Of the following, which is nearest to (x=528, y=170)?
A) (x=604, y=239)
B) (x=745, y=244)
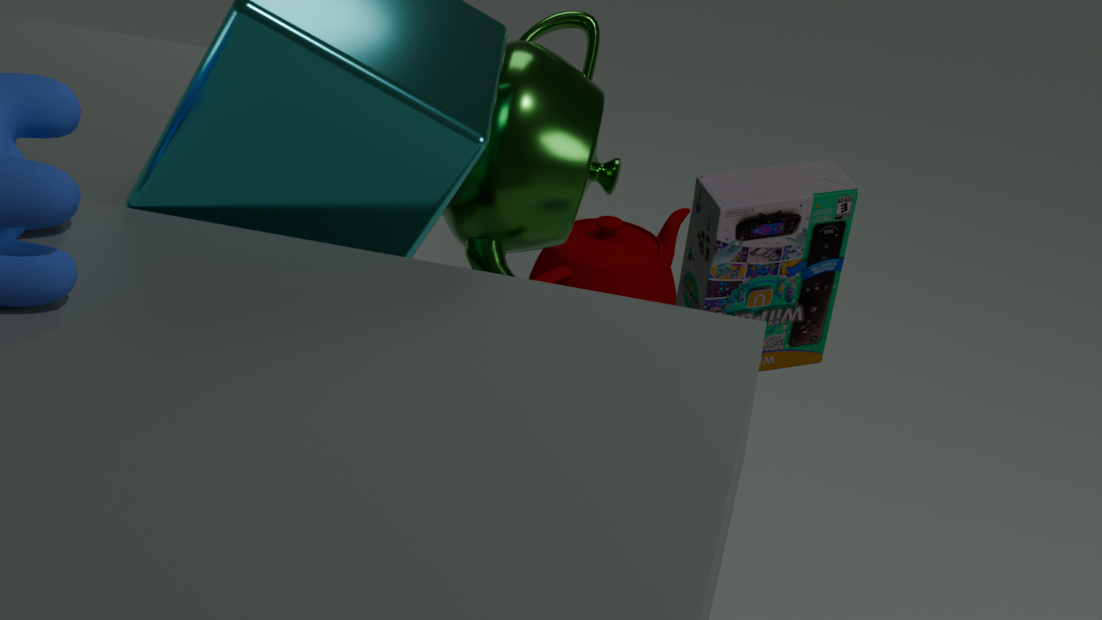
(x=745, y=244)
